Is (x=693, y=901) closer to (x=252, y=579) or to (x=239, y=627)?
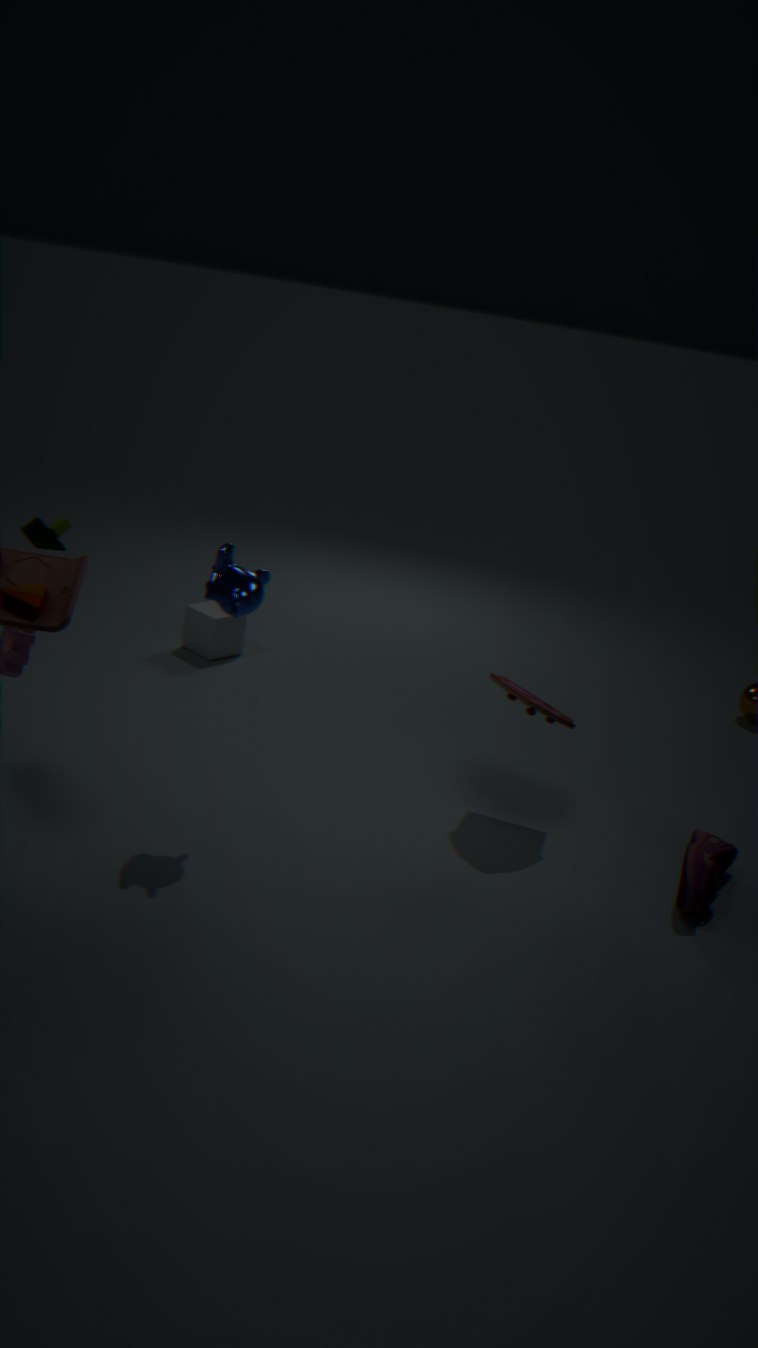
(x=252, y=579)
